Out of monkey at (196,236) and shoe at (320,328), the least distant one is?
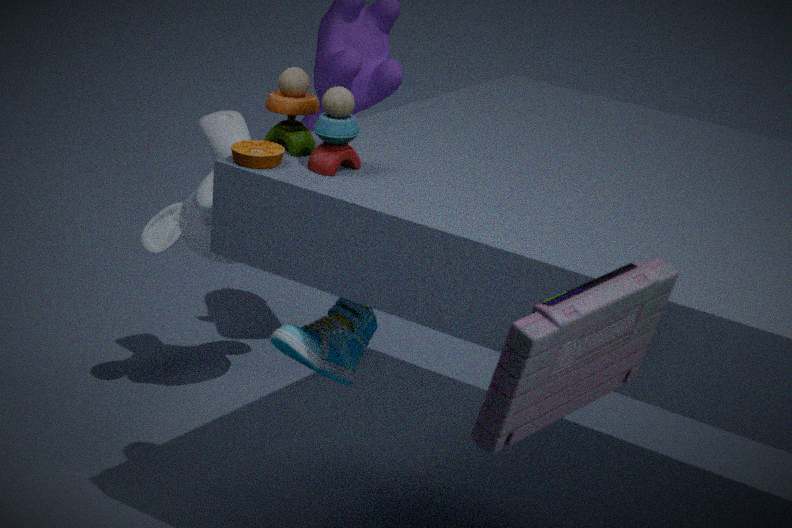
shoe at (320,328)
